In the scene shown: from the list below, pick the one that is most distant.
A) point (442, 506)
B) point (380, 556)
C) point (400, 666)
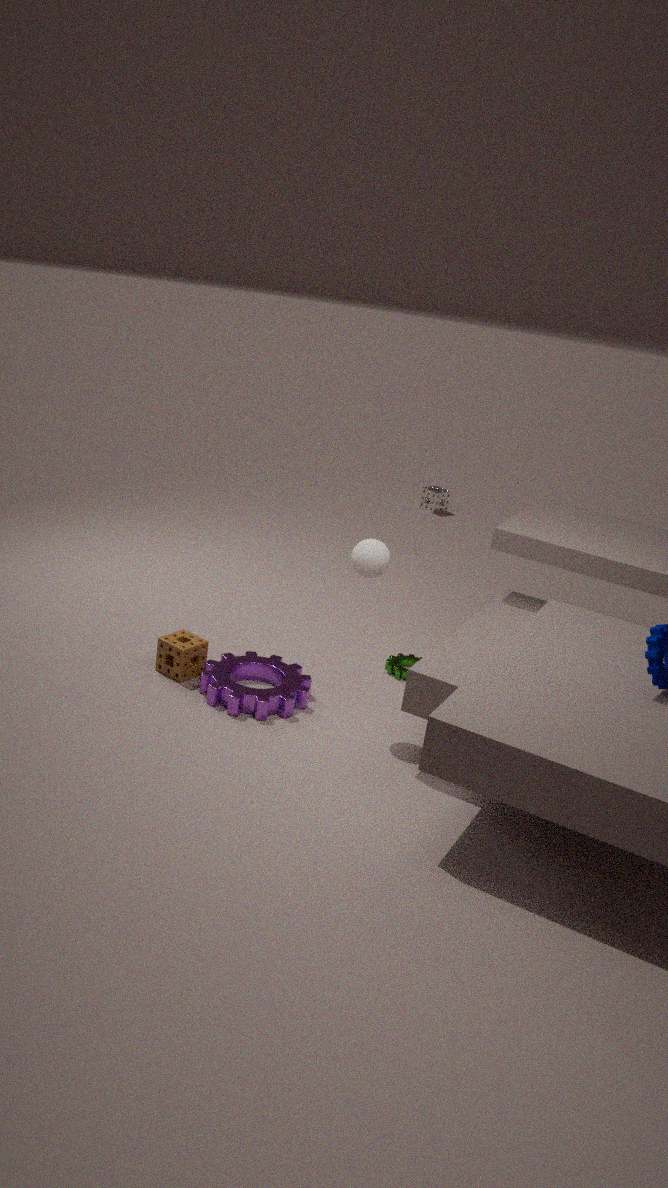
point (442, 506)
